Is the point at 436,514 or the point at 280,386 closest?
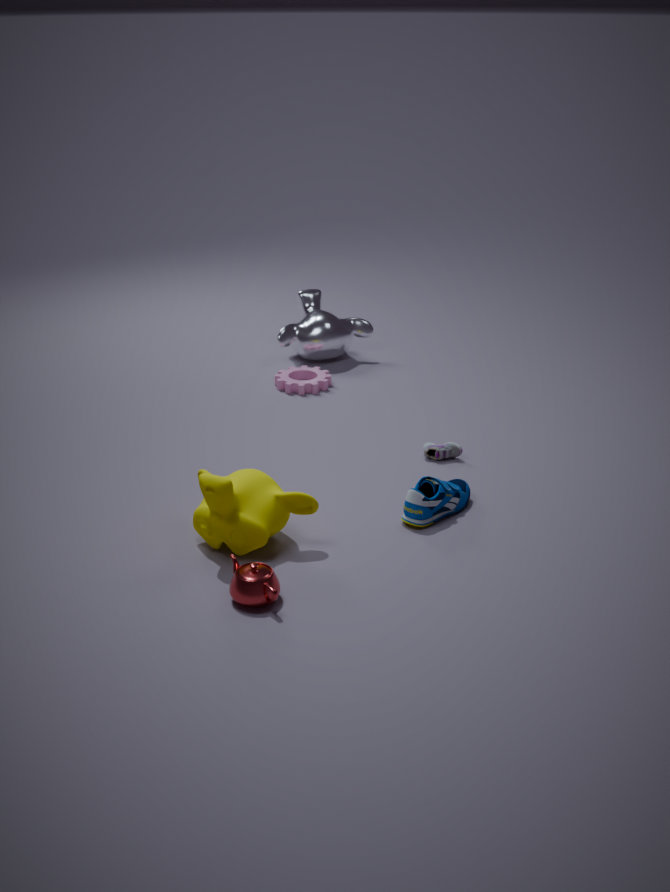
the point at 436,514
